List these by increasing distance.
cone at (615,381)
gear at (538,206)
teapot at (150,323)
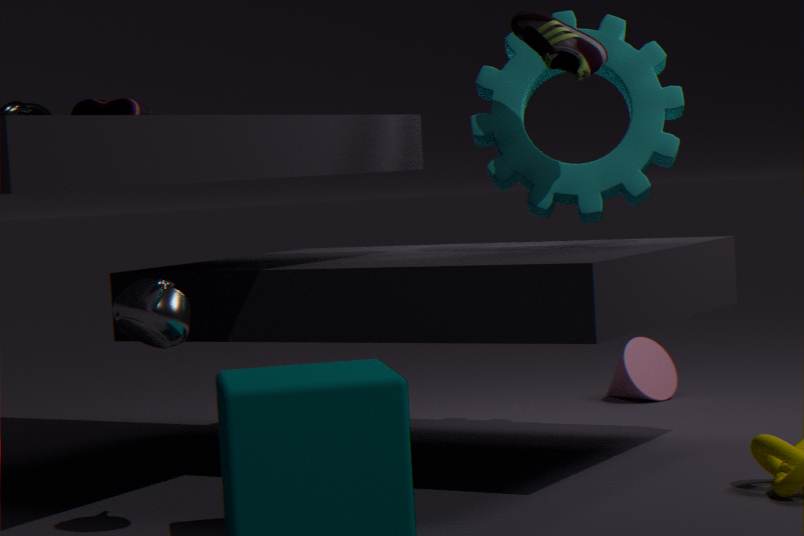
teapot at (150,323) < gear at (538,206) < cone at (615,381)
